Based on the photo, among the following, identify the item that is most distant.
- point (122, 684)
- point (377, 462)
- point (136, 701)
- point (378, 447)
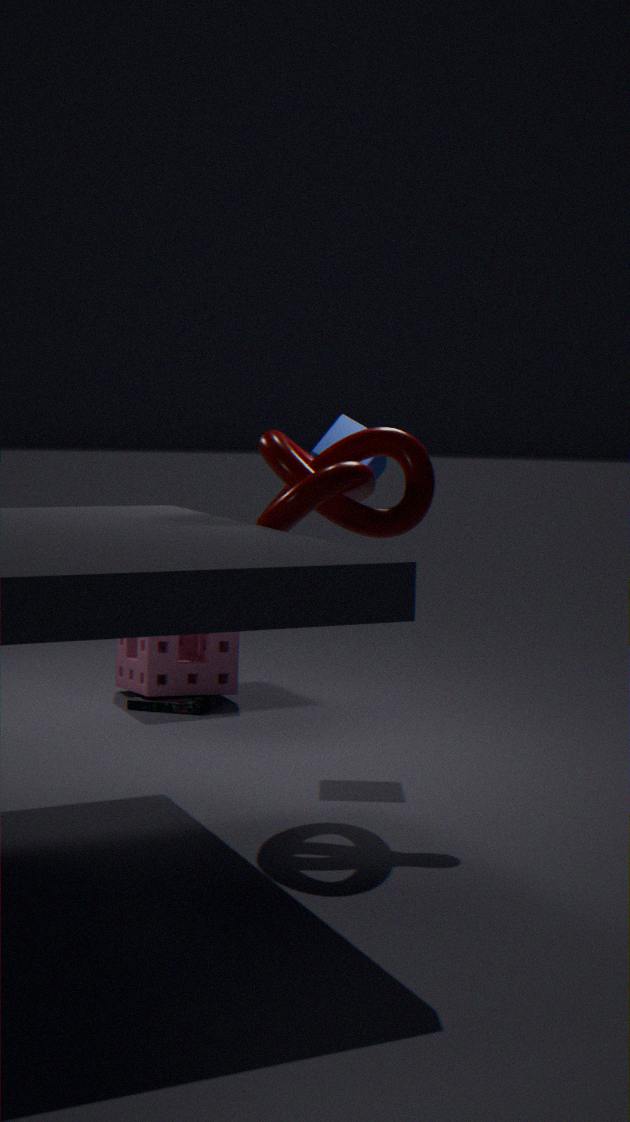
point (122, 684)
